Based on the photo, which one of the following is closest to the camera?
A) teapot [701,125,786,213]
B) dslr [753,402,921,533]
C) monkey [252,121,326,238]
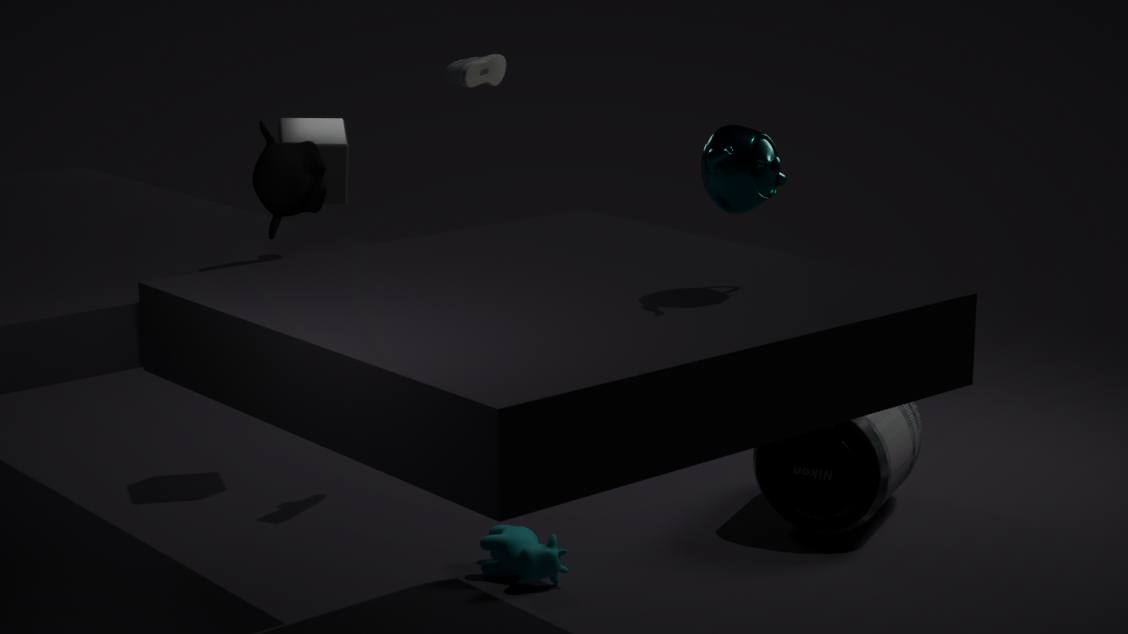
teapot [701,125,786,213]
